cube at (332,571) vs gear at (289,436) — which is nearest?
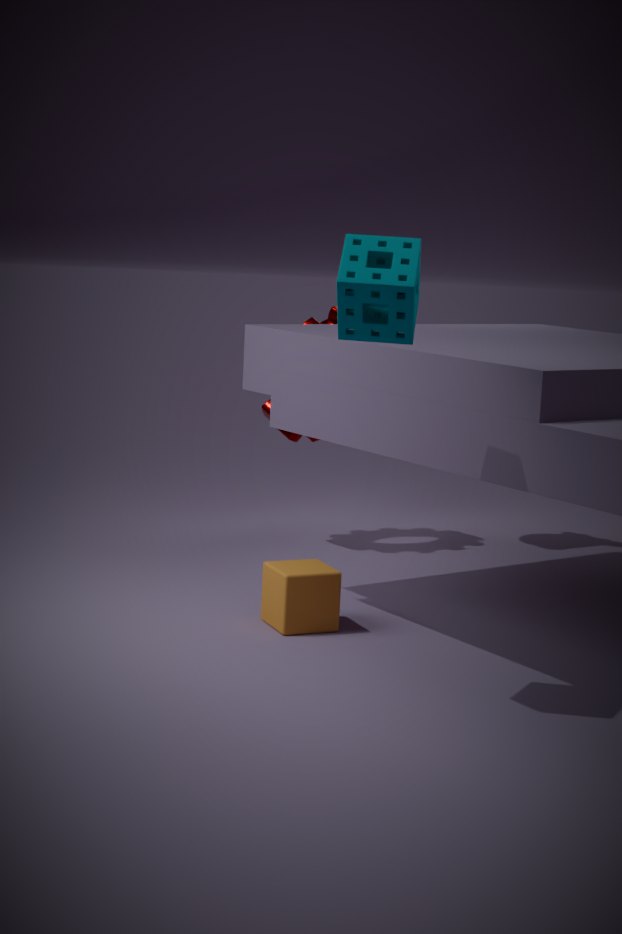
cube at (332,571)
